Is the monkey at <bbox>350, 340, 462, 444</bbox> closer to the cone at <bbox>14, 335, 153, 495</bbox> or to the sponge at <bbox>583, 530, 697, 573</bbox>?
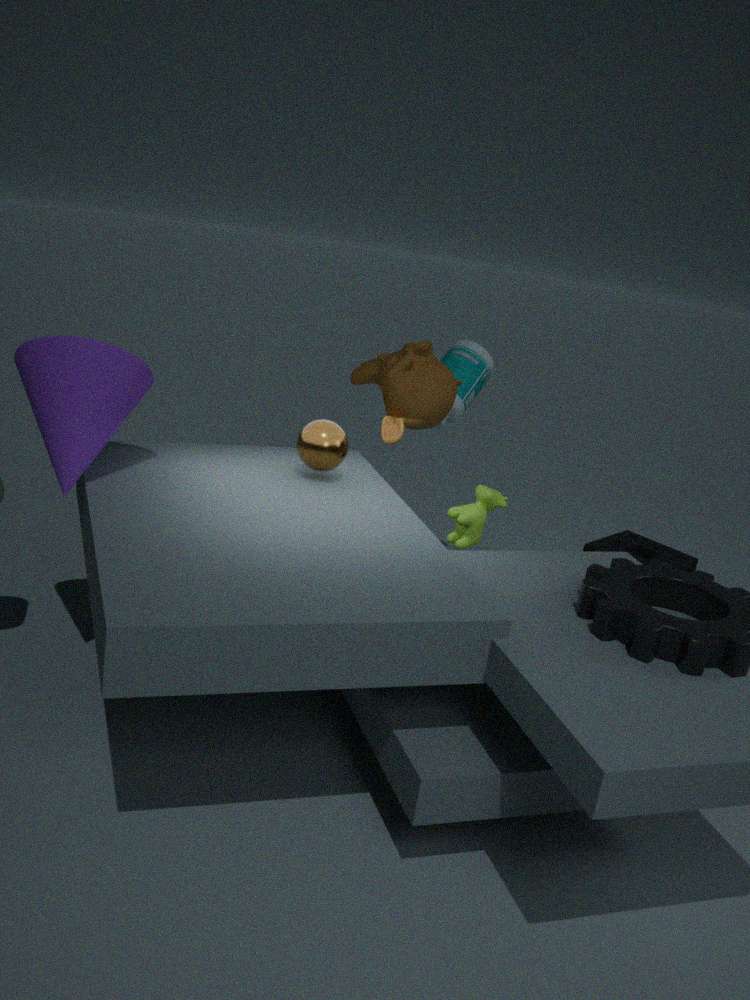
the cone at <bbox>14, 335, 153, 495</bbox>
